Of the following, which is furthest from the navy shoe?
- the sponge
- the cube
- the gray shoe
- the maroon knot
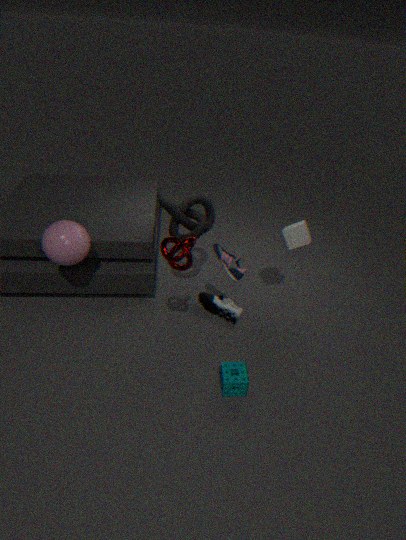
the maroon knot
